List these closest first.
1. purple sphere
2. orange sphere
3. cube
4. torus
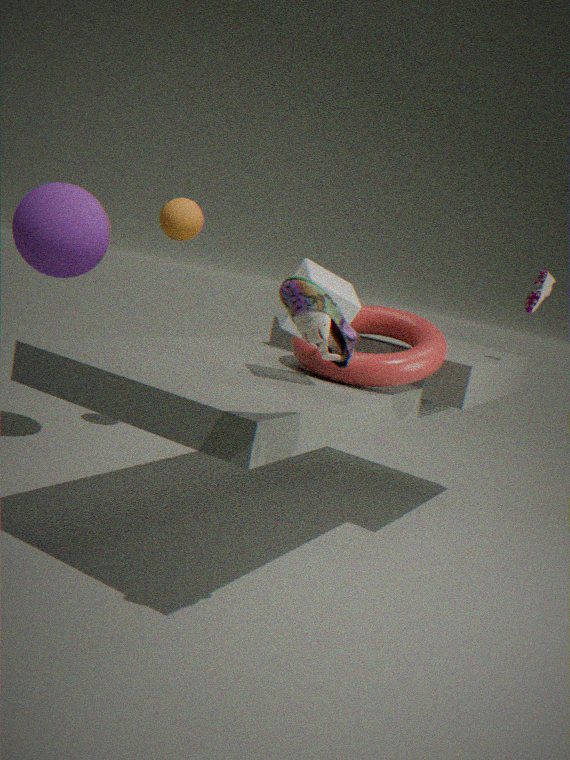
cube, torus, purple sphere, orange sphere
